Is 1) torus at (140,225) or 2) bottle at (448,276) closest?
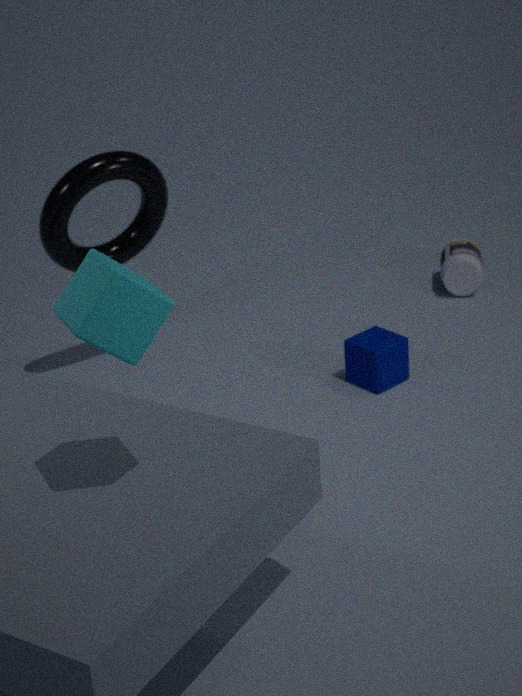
1. torus at (140,225)
